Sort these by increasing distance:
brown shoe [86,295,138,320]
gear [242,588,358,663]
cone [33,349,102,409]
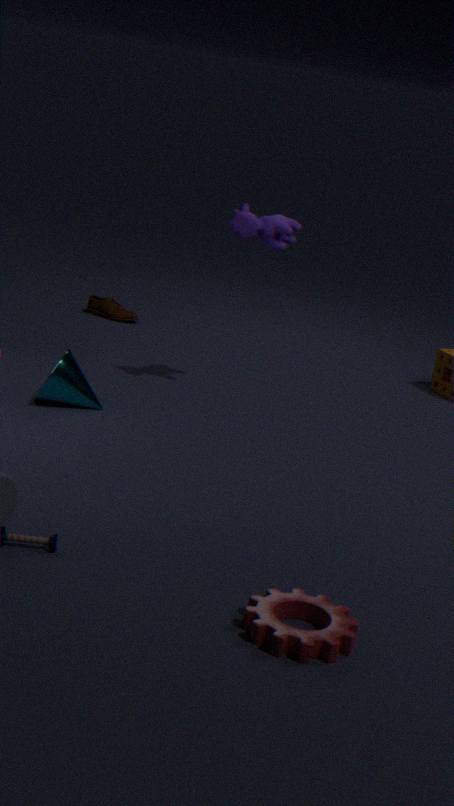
1. gear [242,588,358,663]
2. cone [33,349,102,409]
3. brown shoe [86,295,138,320]
